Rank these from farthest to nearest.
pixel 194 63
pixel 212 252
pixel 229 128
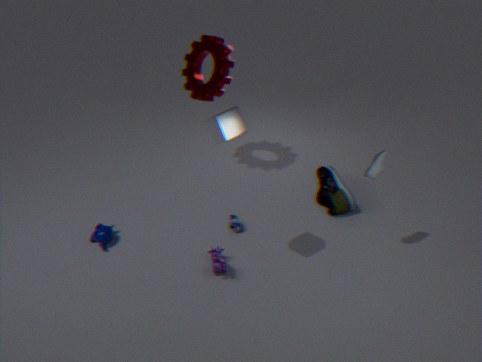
pixel 194 63
pixel 212 252
pixel 229 128
